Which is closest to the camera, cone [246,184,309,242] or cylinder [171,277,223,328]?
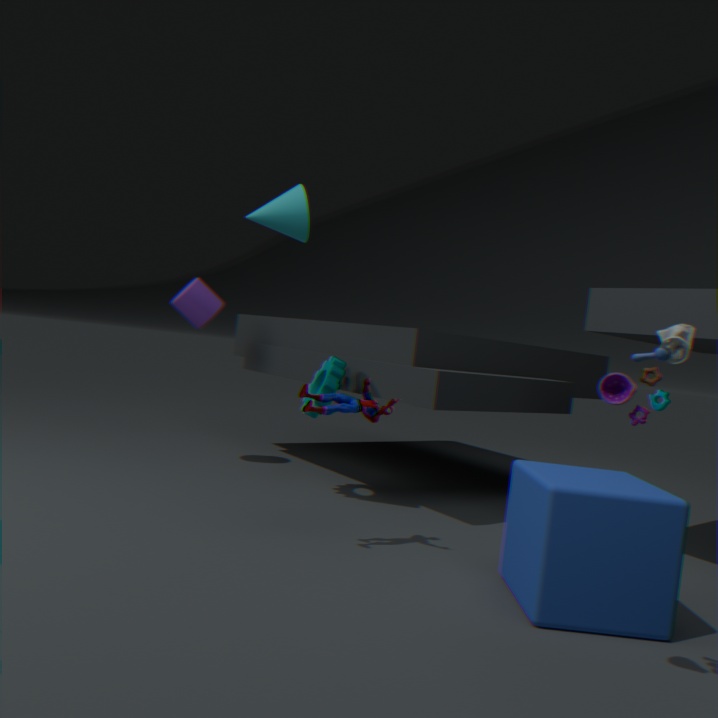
cone [246,184,309,242]
